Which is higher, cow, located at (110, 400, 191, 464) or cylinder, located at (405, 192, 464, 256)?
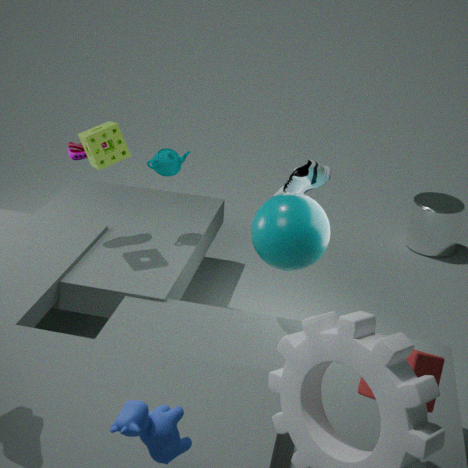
cow, located at (110, 400, 191, 464)
